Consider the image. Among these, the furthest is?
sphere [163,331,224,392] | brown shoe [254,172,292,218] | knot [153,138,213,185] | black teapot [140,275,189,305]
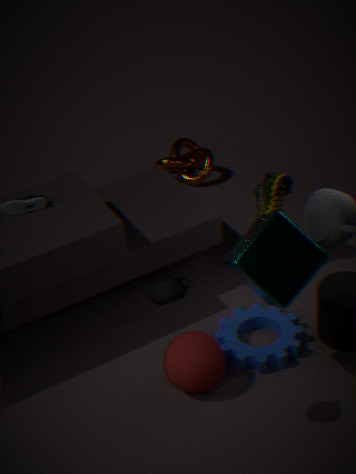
knot [153,138,213,185]
